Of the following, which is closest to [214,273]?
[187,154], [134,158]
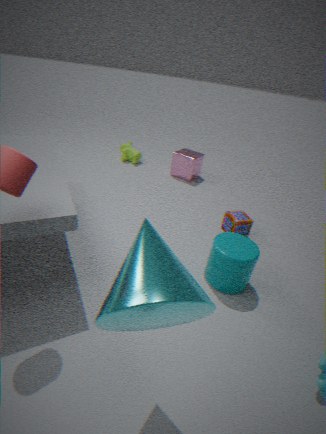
[187,154]
